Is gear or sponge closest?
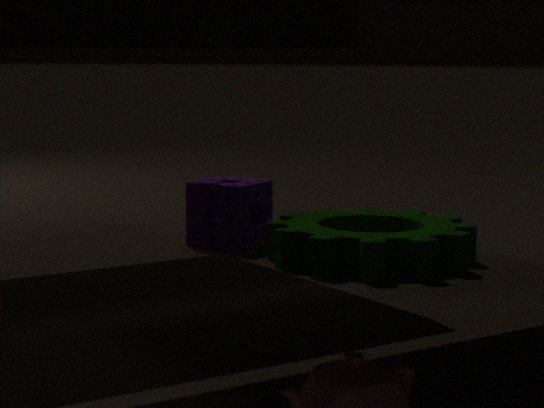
gear
